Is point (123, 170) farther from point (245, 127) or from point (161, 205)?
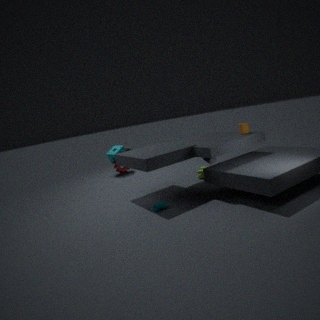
point (245, 127)
